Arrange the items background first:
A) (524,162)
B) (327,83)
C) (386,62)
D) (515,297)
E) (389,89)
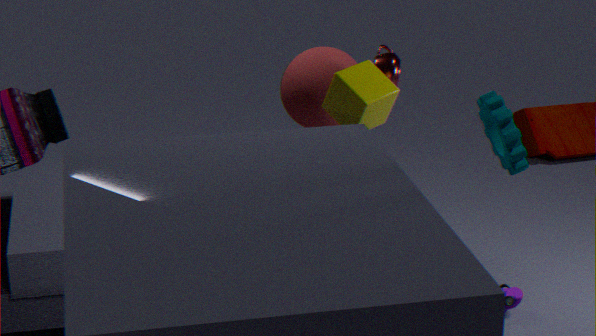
(327,83) → (515,297) → (386,62) → (389,89) → (524,162)
